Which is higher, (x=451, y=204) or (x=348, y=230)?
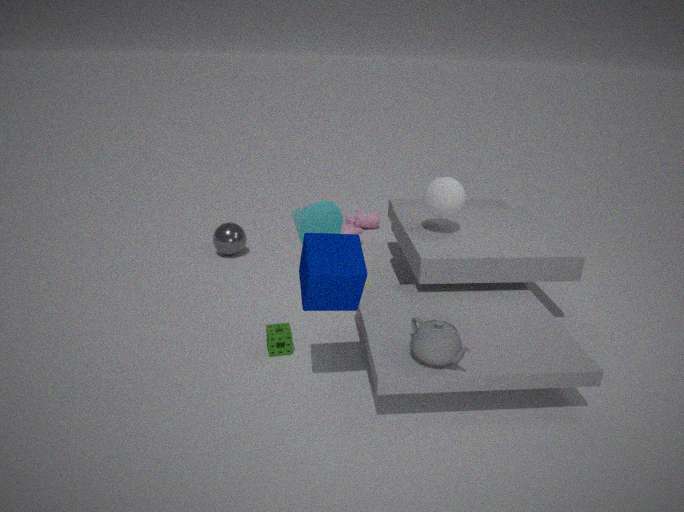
(x=451, y=204)
